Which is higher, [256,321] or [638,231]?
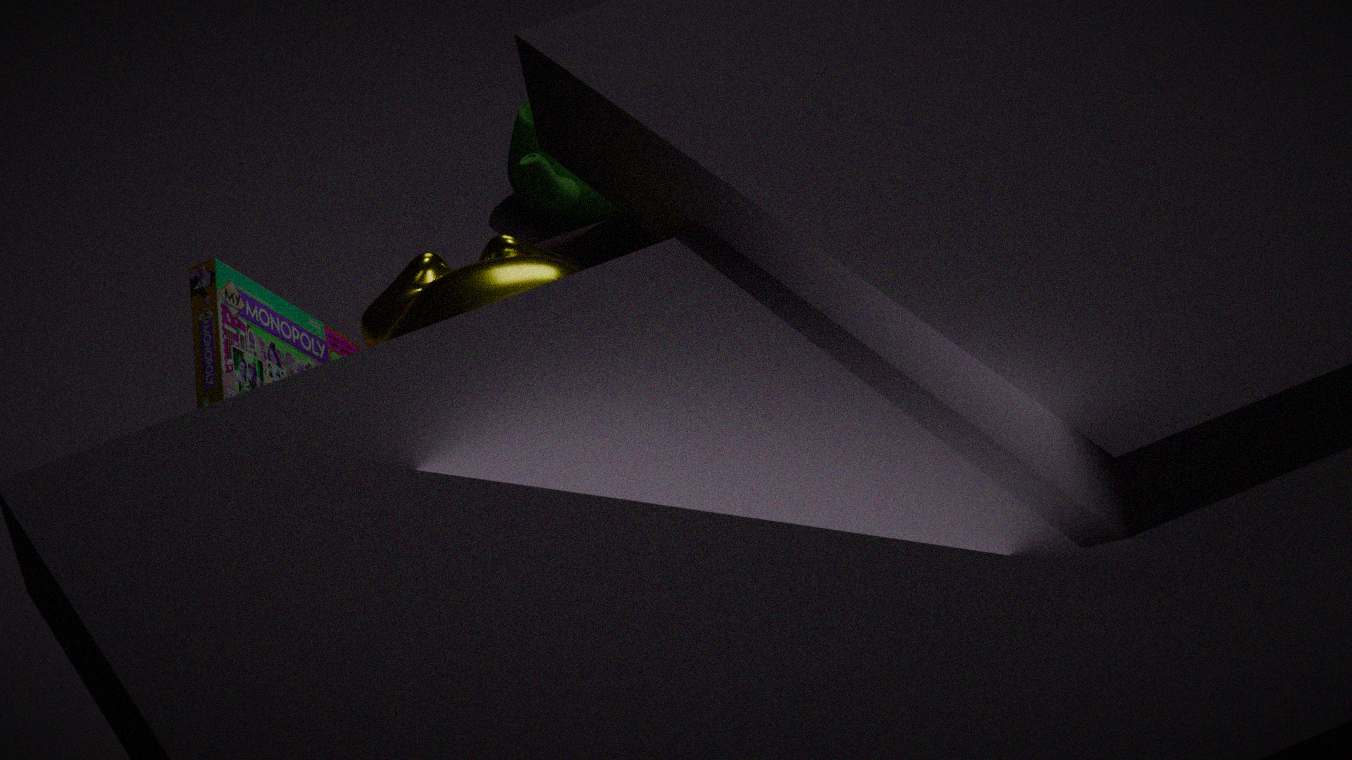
[256,321]
